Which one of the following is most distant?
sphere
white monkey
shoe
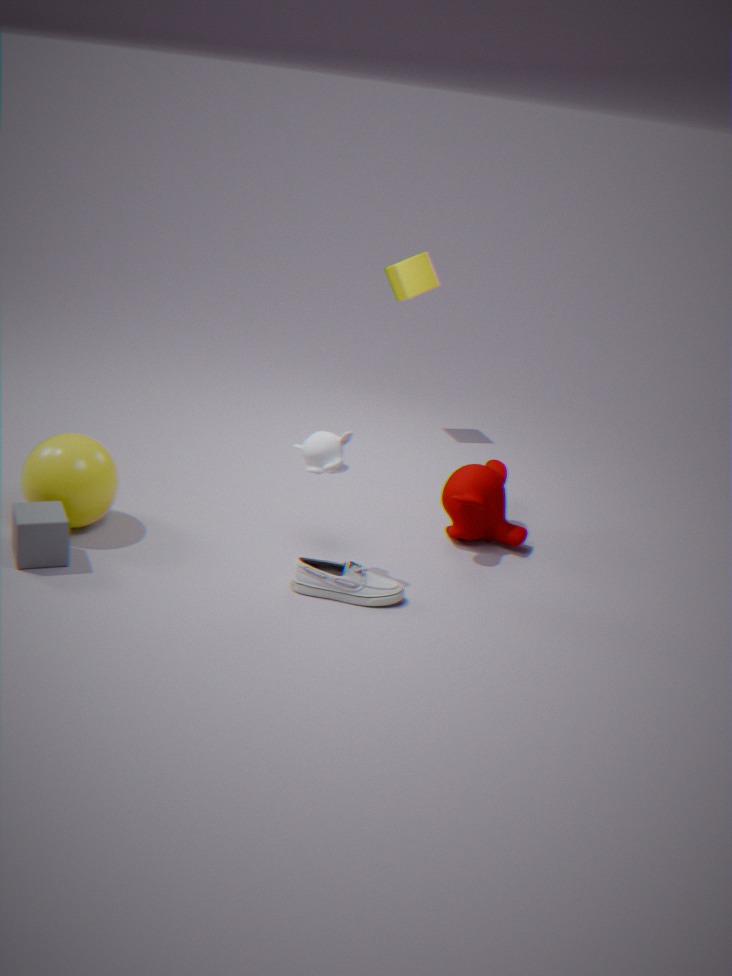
sphere
